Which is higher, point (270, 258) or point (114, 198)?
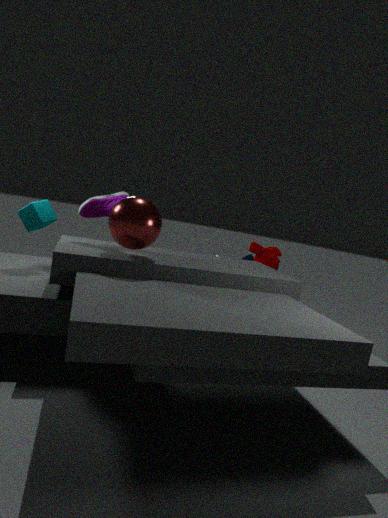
point (114, 198)
